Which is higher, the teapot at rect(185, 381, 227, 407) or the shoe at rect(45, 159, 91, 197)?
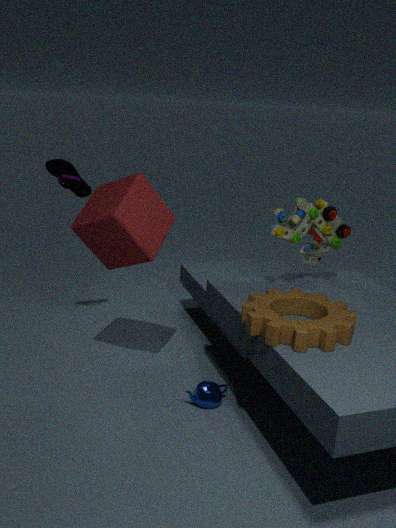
the shoe at rect(45, 159, 91, 197)
